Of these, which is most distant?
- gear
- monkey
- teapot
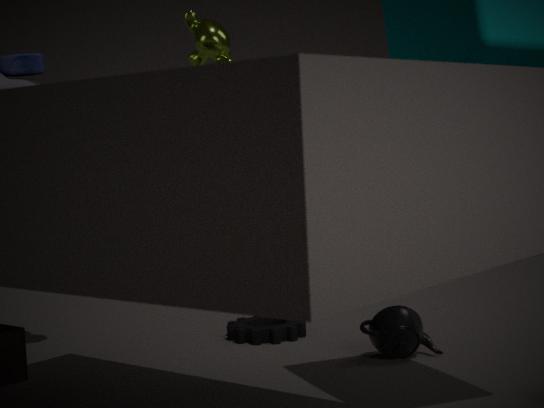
monkey
